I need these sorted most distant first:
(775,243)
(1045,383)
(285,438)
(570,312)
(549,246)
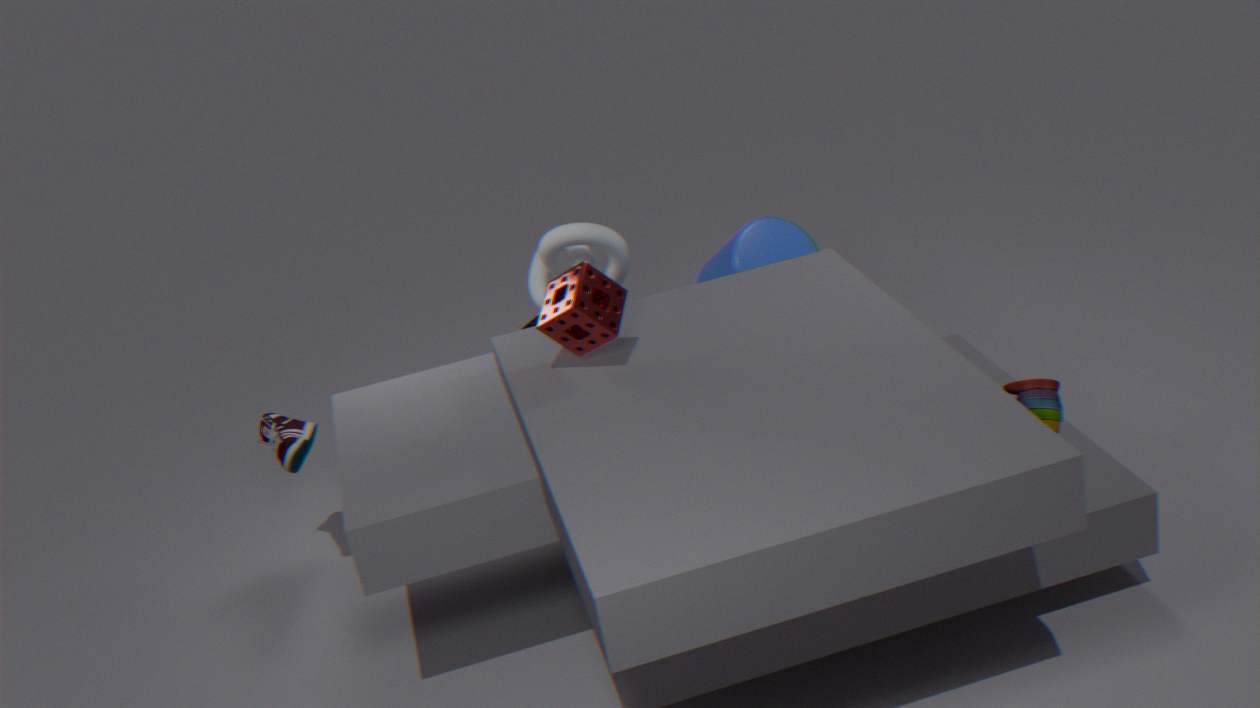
1. (549,246)
2. (775,243)
3. (285,438)
4. (570,312)
5. (1045,383)
